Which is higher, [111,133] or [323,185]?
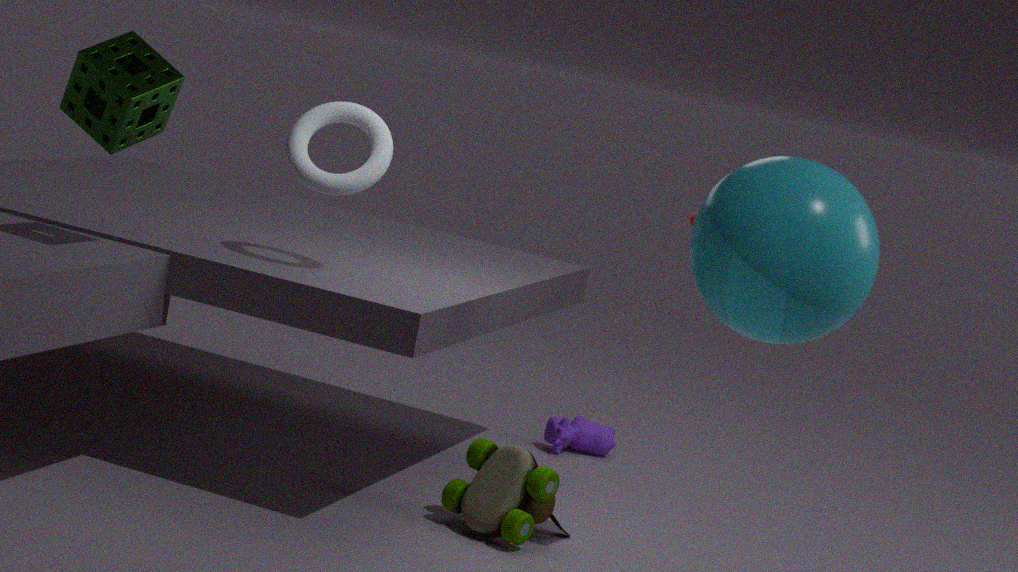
[111,133]
